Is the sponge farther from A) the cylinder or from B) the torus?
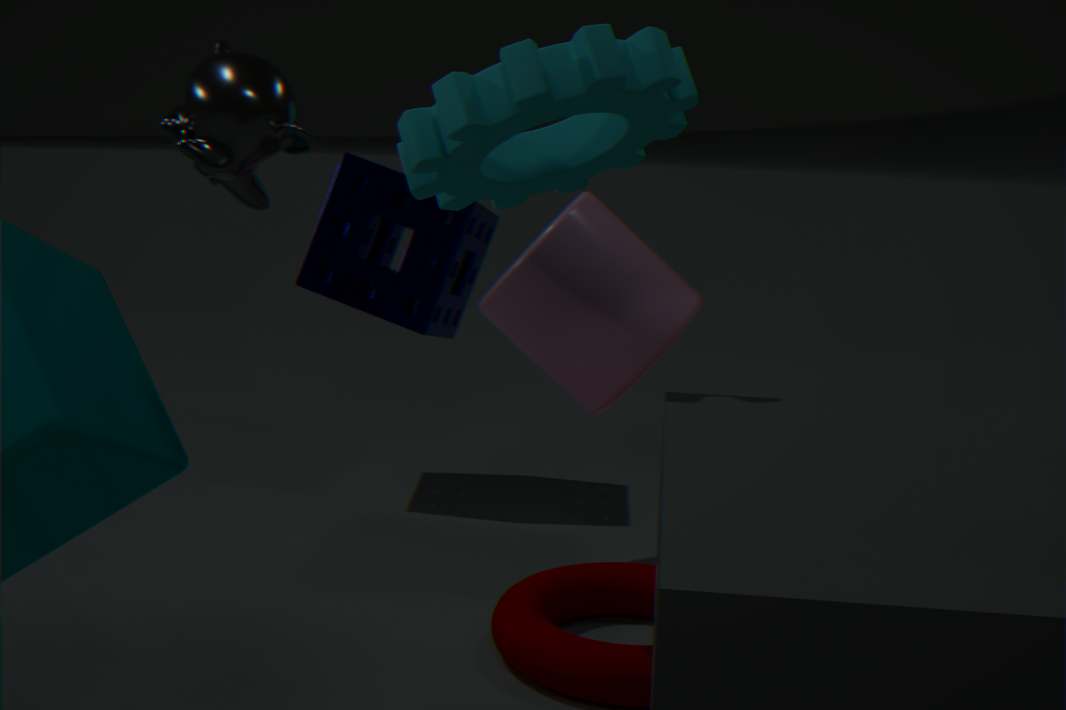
B) the torus
